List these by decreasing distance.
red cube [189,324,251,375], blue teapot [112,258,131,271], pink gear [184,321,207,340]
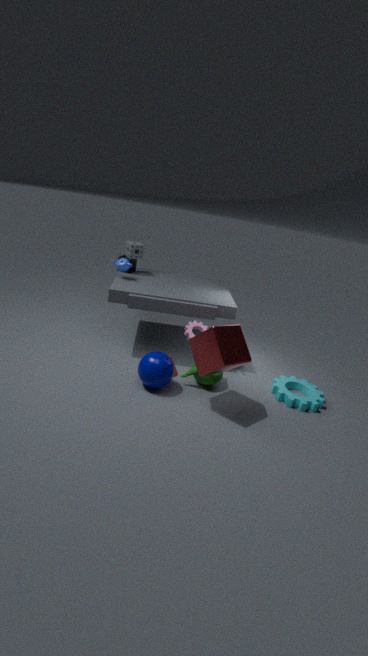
1. blue teapot [112,258,131,271]
2. pink gear [184,321,207,340]
3. red cube [189,324,251,375]
